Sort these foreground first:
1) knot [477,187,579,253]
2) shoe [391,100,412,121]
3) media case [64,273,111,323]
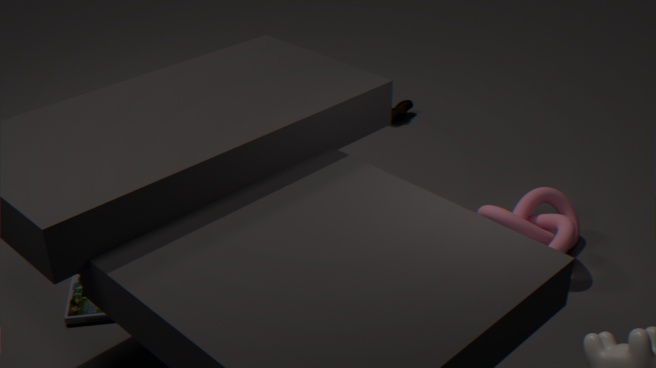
3. media case [64,273,111,323]
1. knot [477,187,579,253]
2. shoe [391,100,412,121]
